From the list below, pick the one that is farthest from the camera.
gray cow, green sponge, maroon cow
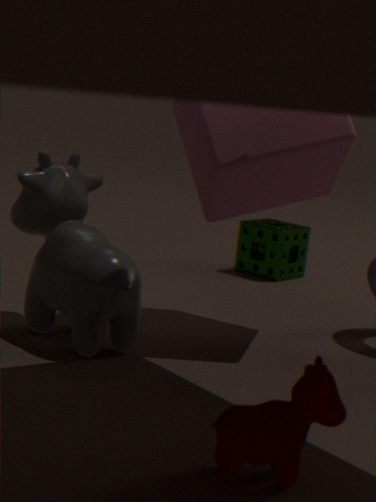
green sponge
